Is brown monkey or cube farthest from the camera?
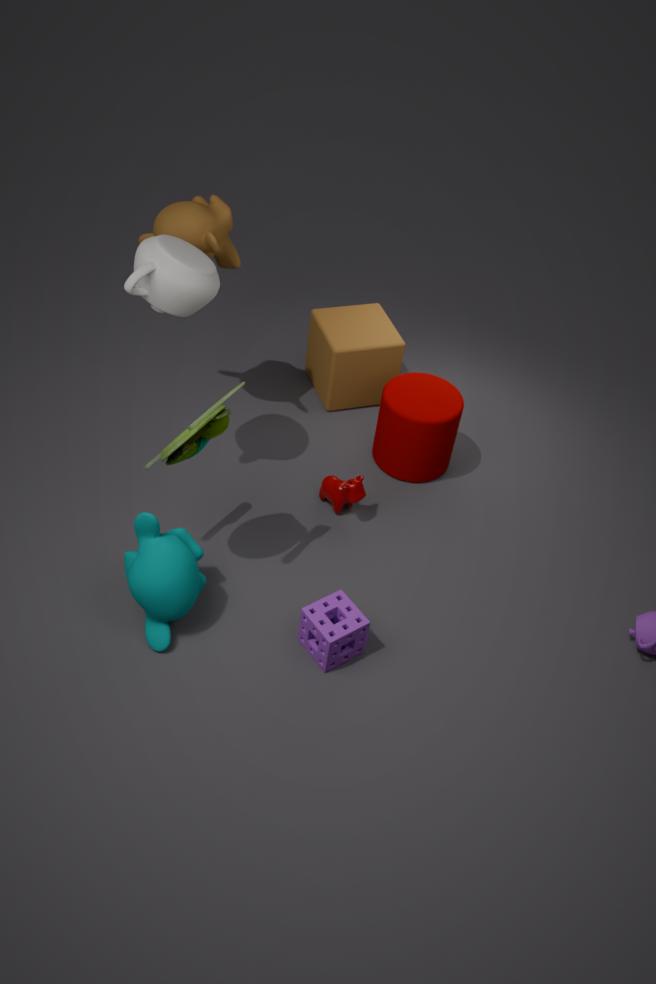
cube
